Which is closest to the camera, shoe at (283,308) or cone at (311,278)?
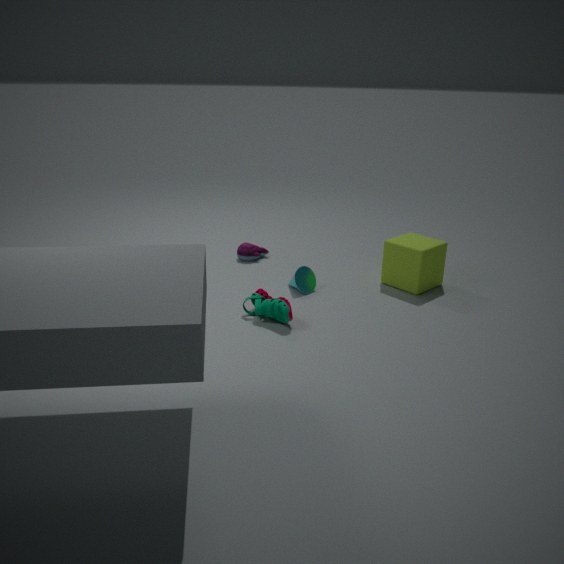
shoe at (283,308)
